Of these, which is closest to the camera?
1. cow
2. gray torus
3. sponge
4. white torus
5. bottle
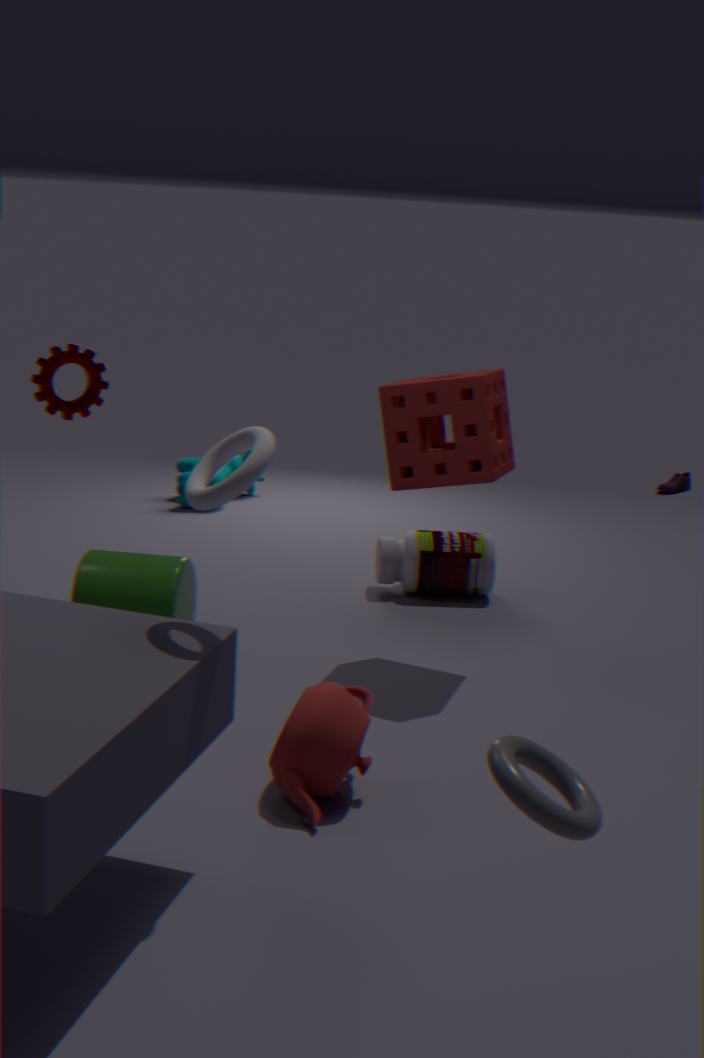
gray torus
